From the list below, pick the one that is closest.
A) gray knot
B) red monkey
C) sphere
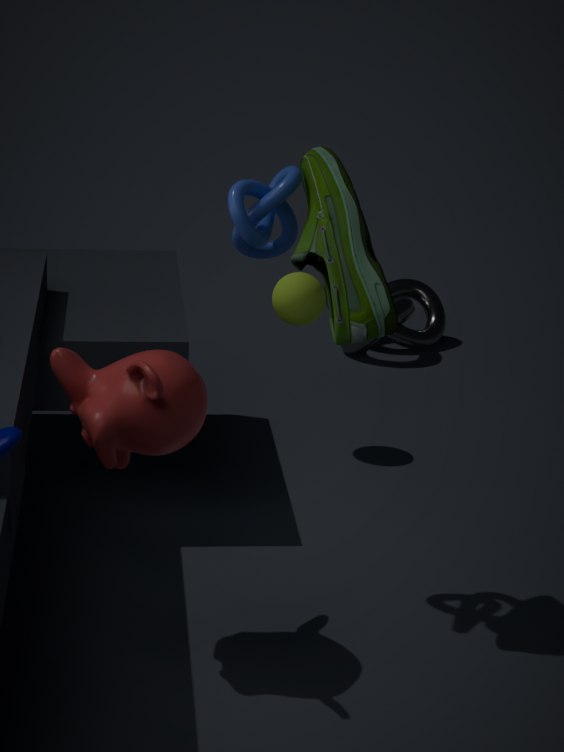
red monkey
